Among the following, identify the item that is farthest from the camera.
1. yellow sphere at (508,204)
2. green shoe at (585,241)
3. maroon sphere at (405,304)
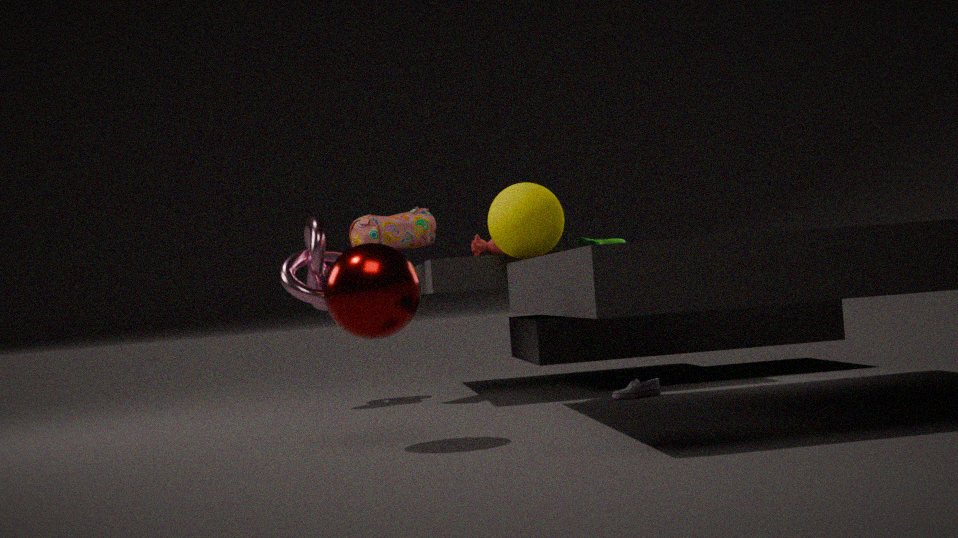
green shoe at (585,241)
